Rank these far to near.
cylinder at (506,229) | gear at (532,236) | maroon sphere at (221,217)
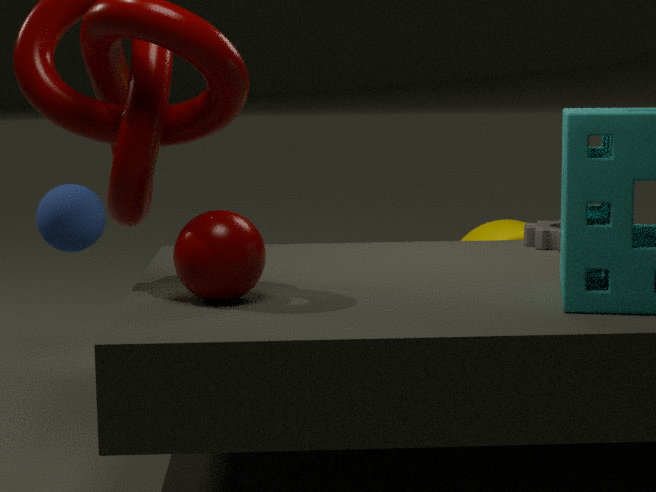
cylinder at (506,229), gear at (532,236), maroon sphere at (221,217)
